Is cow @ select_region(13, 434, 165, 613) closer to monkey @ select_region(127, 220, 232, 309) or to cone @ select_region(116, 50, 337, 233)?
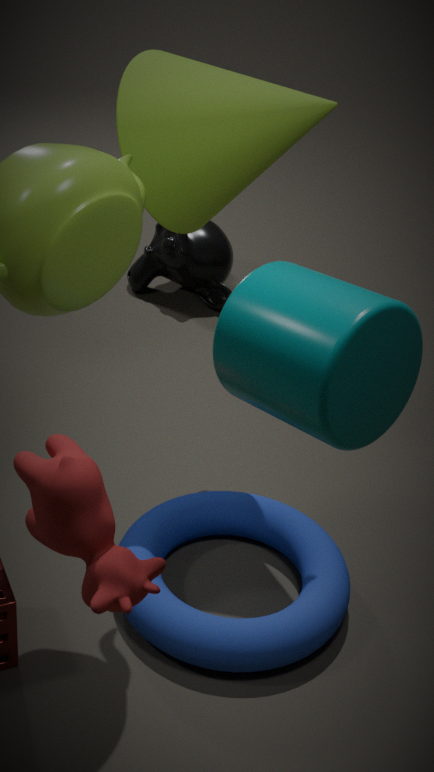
cone @ select_region(116, 50, 337, 233)
